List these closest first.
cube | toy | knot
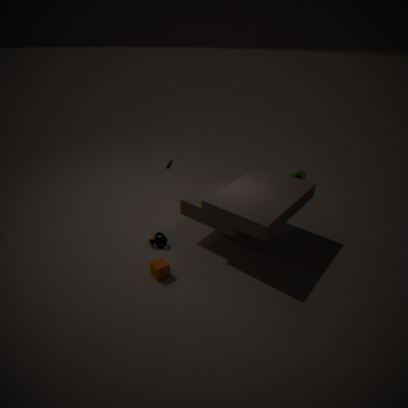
1. cube
2. knot
3. toy
